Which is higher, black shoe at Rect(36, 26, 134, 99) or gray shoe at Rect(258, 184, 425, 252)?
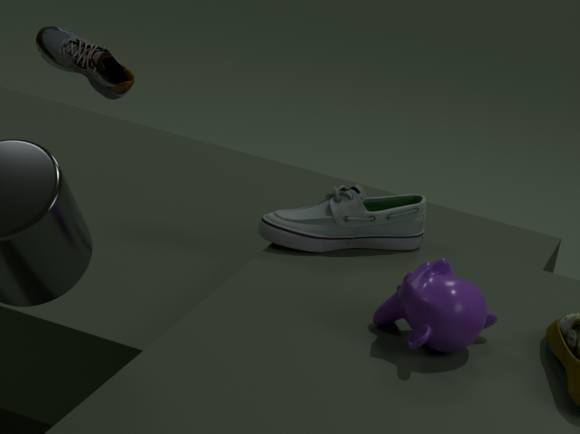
black shoe at Rect(36, 26, 134, 99)
